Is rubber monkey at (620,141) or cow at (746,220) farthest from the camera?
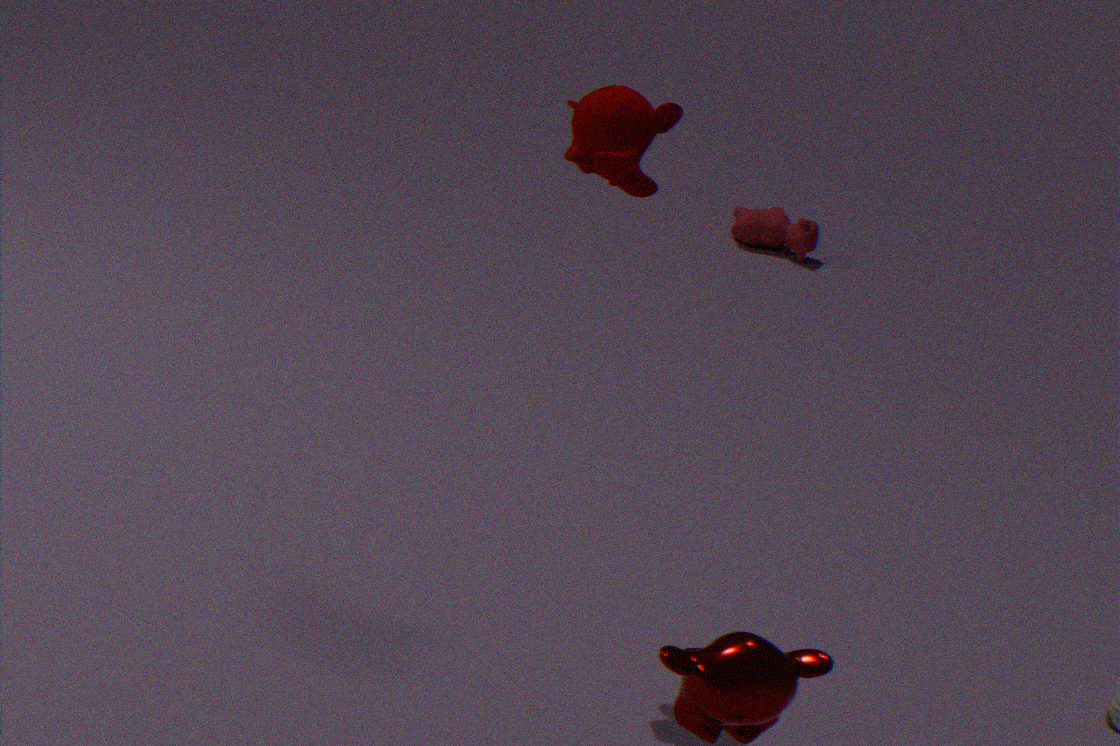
cow at (746,220)
